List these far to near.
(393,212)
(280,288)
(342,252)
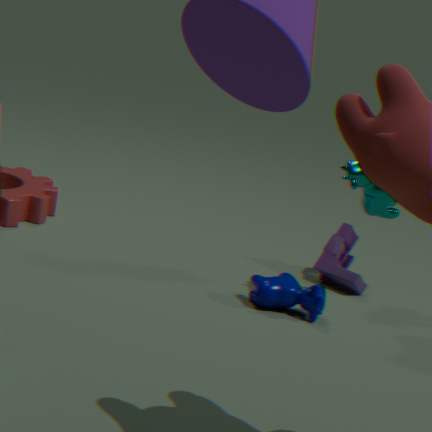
(342,252)
(393,212)
(280,288)
